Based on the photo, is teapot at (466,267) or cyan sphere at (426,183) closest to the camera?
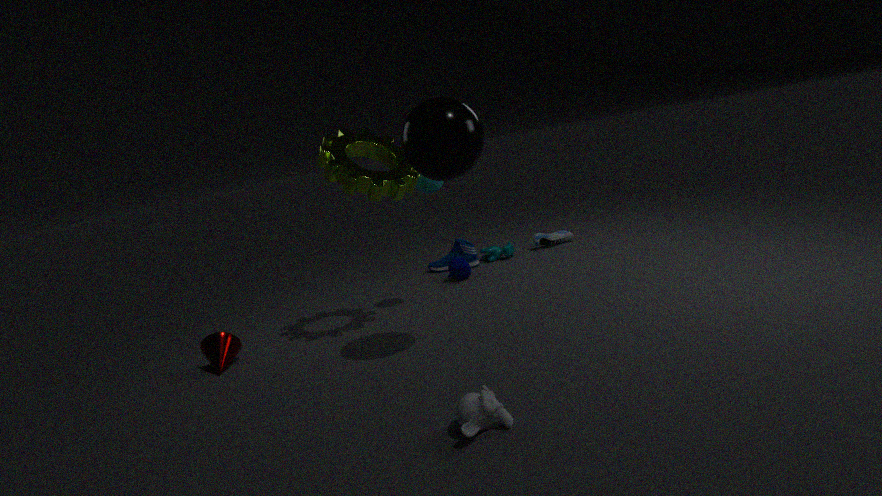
cyan sphere at (426,183)
